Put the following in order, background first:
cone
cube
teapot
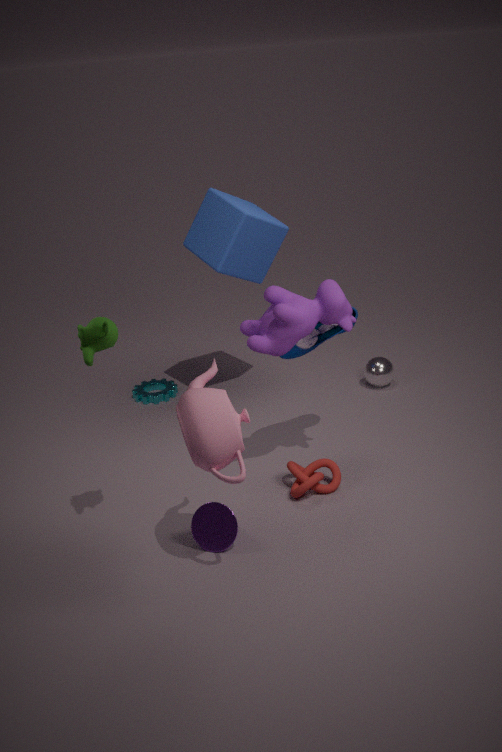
cube → cone → teapot
